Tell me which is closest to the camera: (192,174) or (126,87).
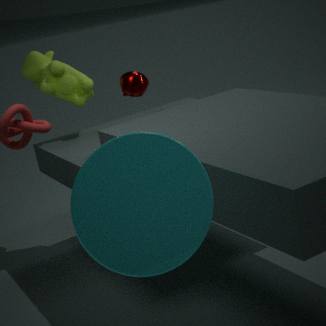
(192,174)
